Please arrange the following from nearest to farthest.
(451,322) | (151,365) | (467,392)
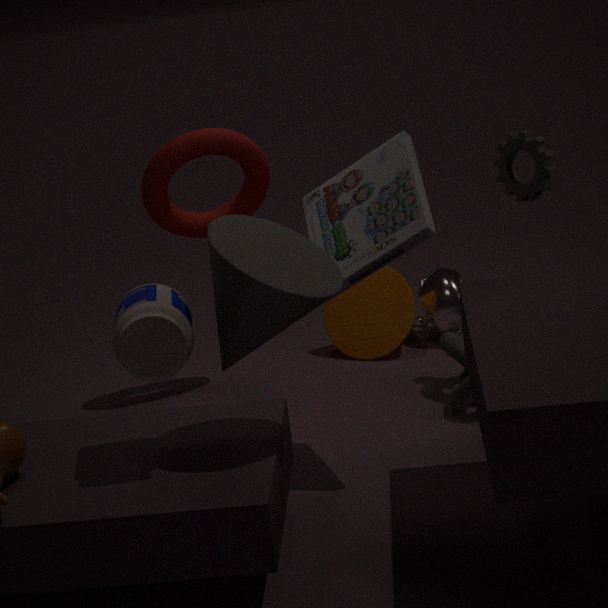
1. (151,365)
2. (467,392)
3. (451,322)
